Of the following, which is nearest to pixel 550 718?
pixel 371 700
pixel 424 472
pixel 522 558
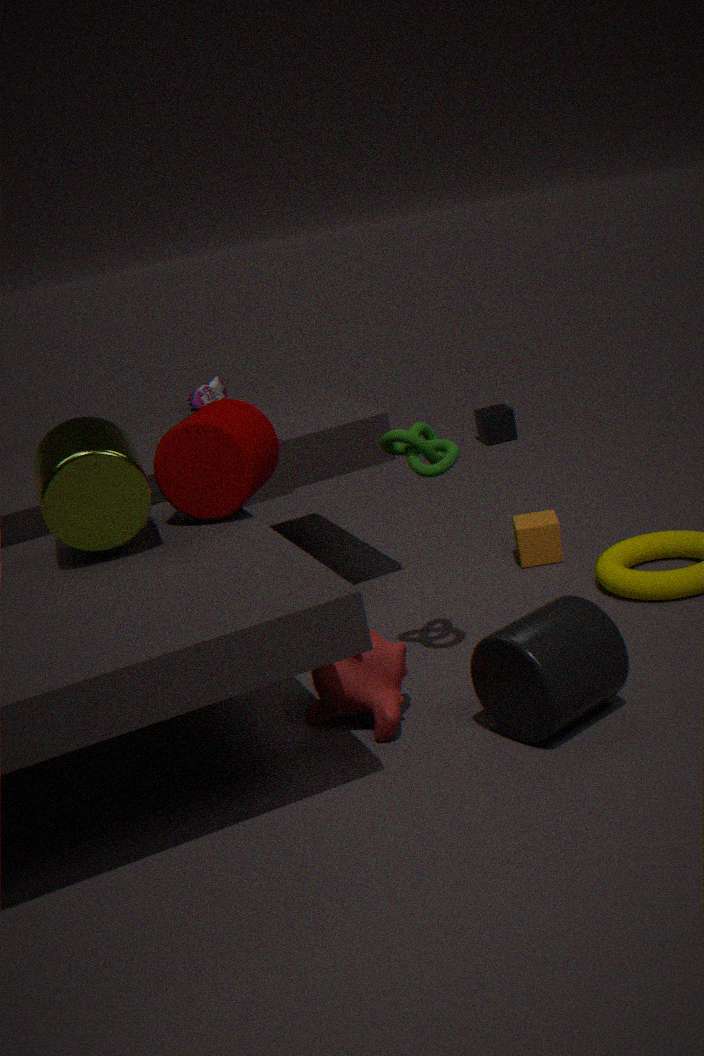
pixel 371 700
